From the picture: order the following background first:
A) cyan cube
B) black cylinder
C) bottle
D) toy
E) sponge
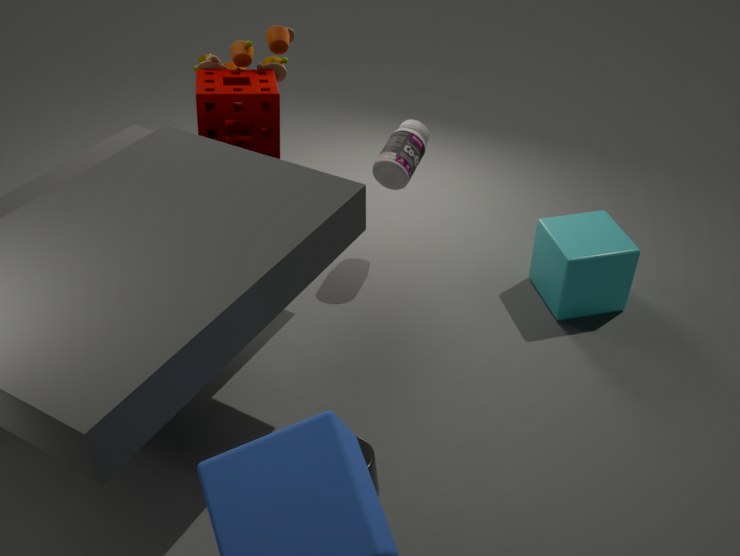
bottle < toy < cyan cube < sponge < black cylinder
